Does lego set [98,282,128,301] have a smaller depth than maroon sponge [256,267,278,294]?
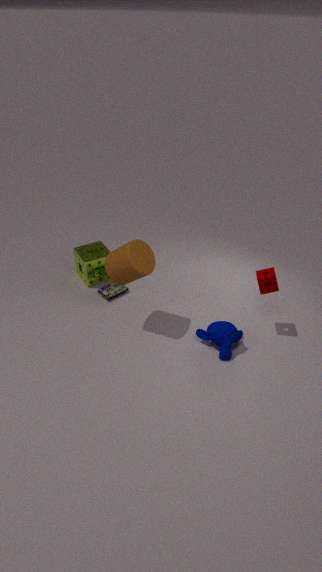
No
